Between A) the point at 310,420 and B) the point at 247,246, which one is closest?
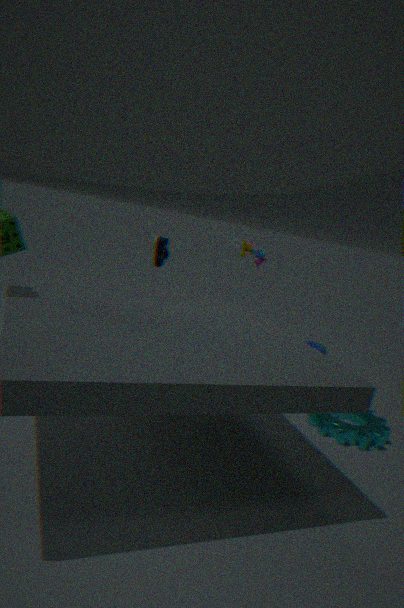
A. the point at 310,420
